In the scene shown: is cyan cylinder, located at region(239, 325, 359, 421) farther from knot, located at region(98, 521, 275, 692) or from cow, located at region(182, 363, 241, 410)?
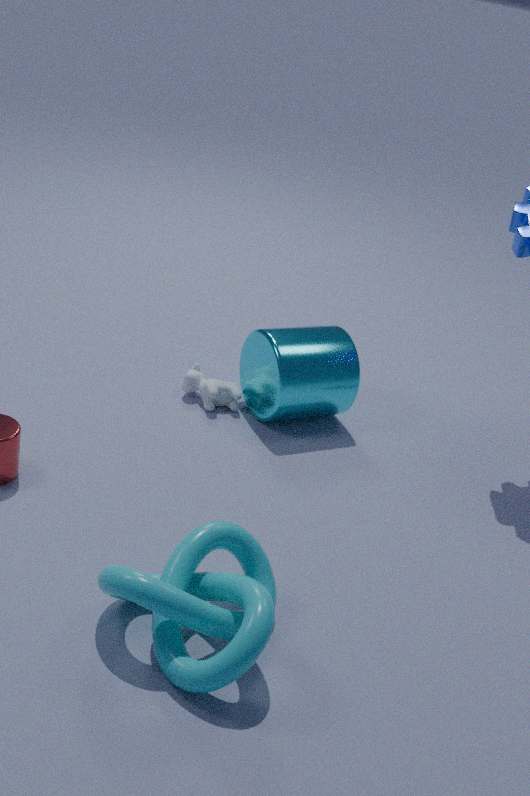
knot, located at region(98, 521, 275, 692)
